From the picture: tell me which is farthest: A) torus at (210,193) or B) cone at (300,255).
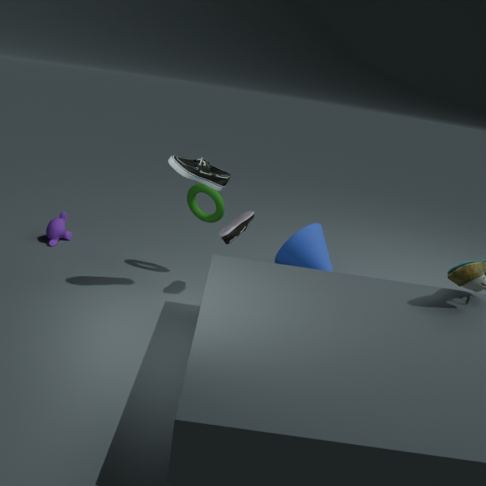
B. cone at (300,255)
